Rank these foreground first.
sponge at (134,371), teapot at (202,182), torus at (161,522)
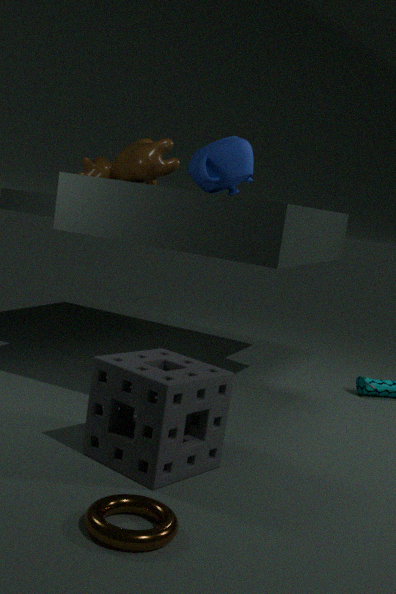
torus at (161,522) < sponge at (134,371) < teapot at (202,182)
